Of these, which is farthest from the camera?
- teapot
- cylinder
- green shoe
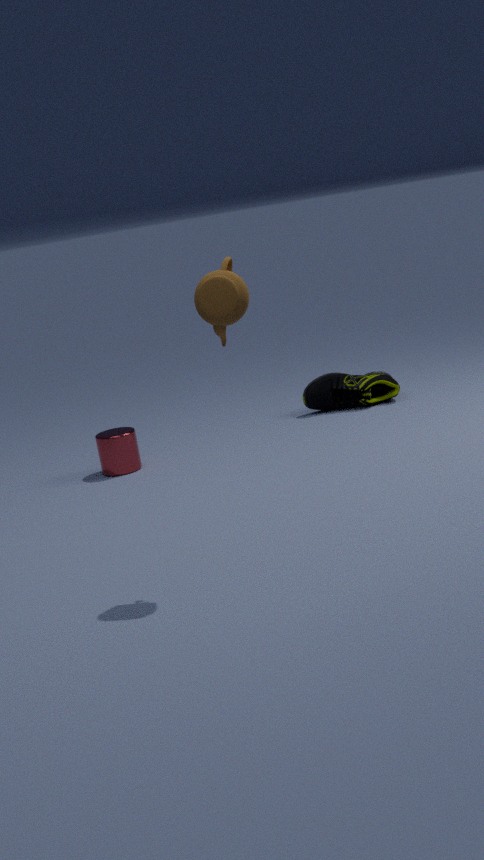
green shoe
